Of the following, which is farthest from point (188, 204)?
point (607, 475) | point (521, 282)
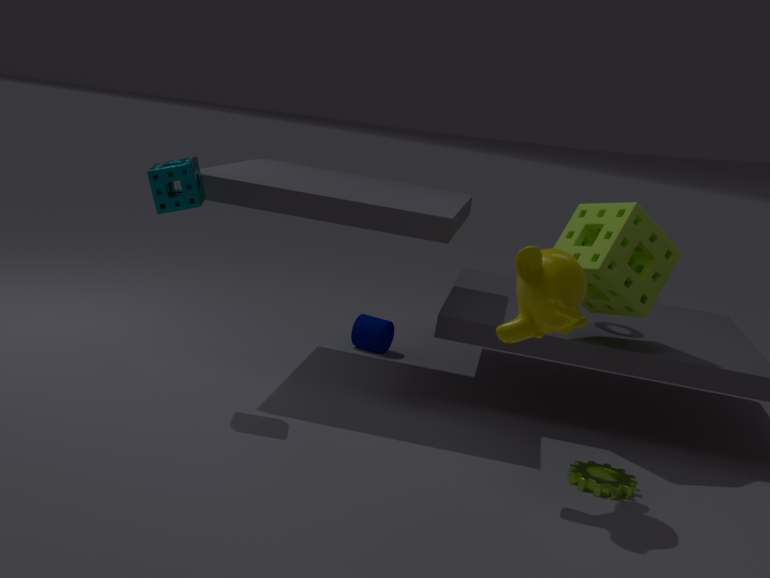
point (607, 475)
